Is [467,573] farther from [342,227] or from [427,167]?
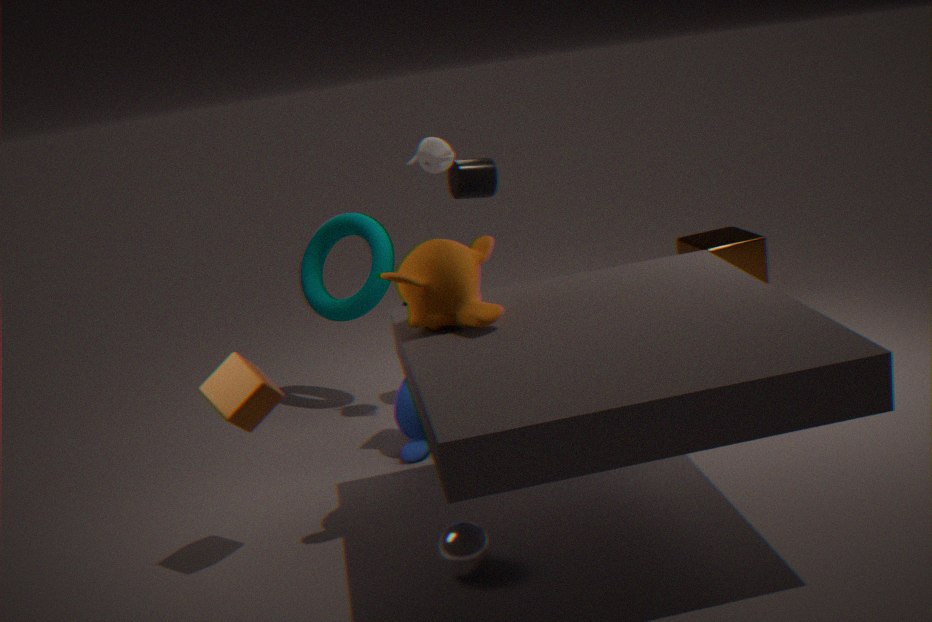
[342,227]
